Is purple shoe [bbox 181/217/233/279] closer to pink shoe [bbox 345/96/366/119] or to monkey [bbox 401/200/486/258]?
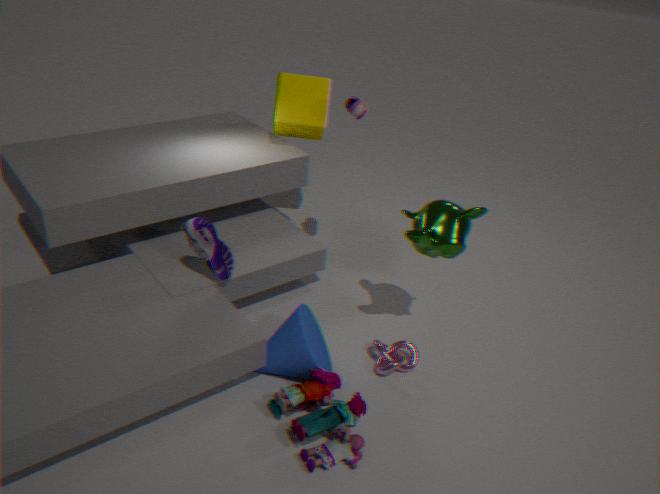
monkey [bbox 401/200/486/258]
